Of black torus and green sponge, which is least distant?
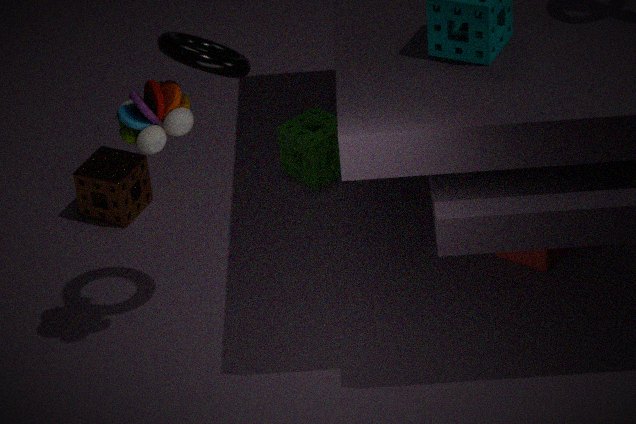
black torus
